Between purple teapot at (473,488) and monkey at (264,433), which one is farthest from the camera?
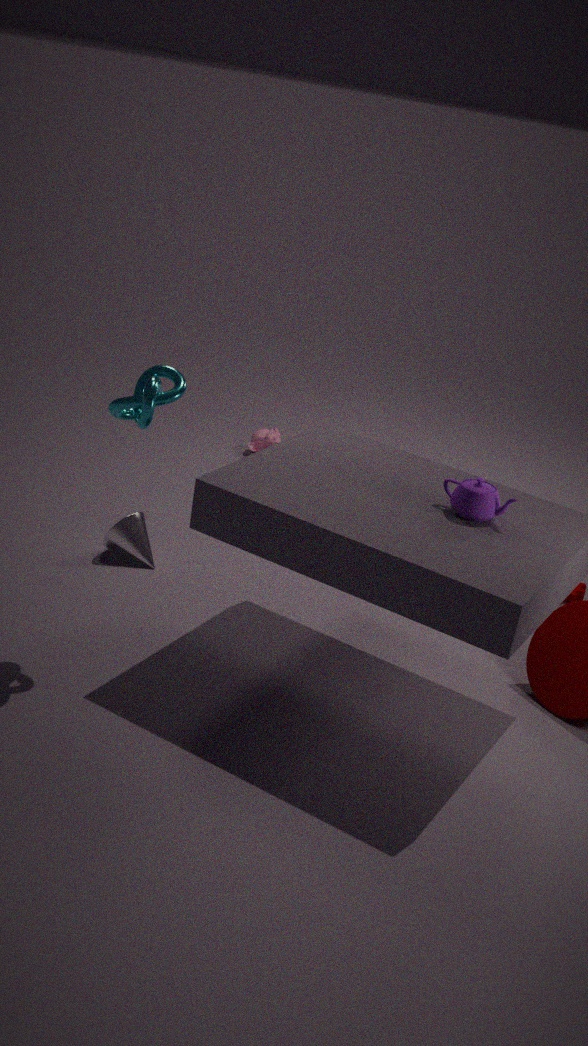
monkey at (264,433)
